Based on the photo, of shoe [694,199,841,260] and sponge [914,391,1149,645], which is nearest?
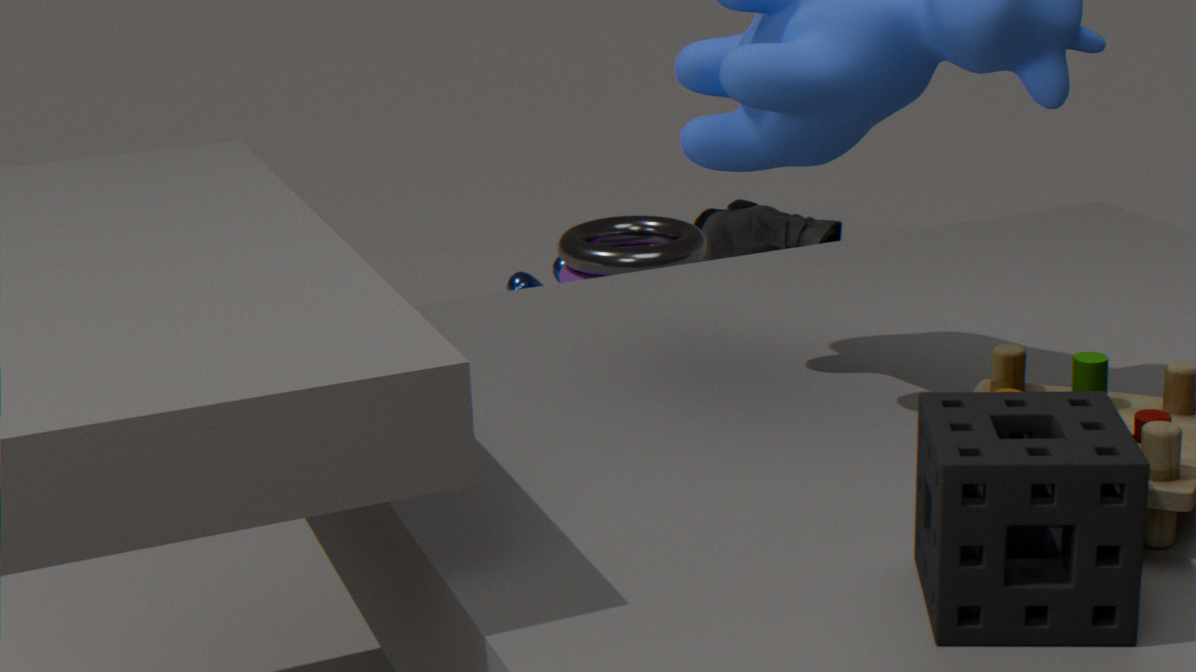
sponge [914,391,1149,645]
